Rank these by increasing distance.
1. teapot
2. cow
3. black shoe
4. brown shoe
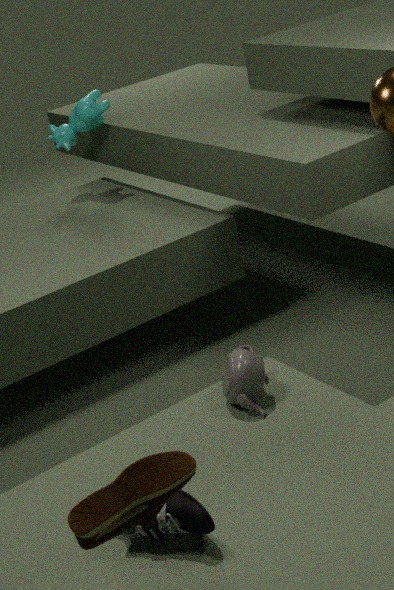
1. brown shoe
2. black shoe
3. teapot
4. cow
